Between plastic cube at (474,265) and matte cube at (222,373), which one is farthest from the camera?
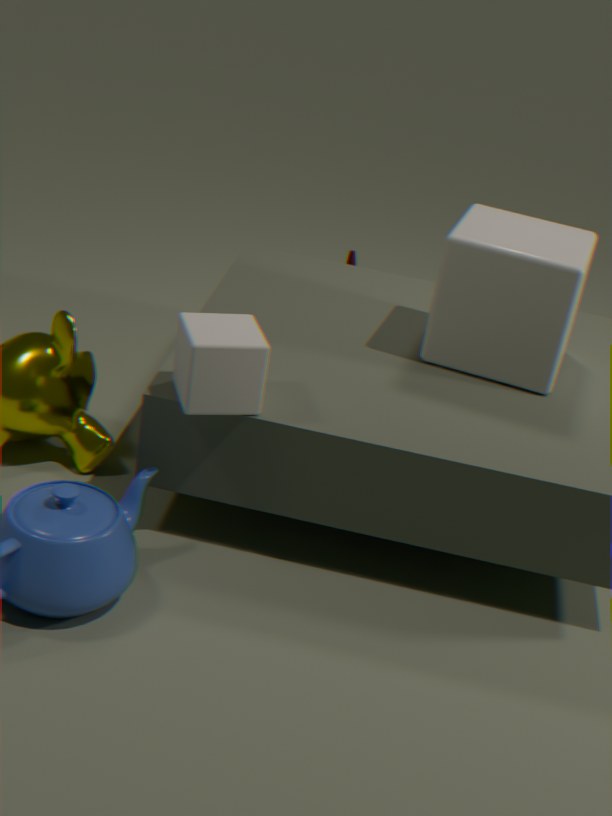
plastic cube at (474,265)
